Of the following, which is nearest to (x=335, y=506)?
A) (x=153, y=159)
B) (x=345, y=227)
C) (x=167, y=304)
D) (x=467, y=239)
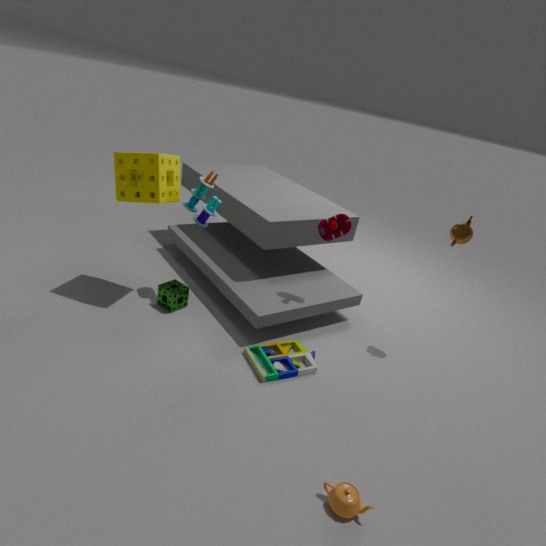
(x=345, y=227)
